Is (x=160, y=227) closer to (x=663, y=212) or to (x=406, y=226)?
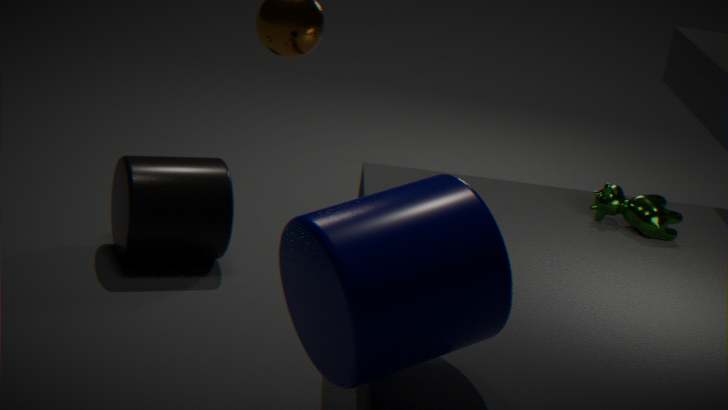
(x=663, y=212)
